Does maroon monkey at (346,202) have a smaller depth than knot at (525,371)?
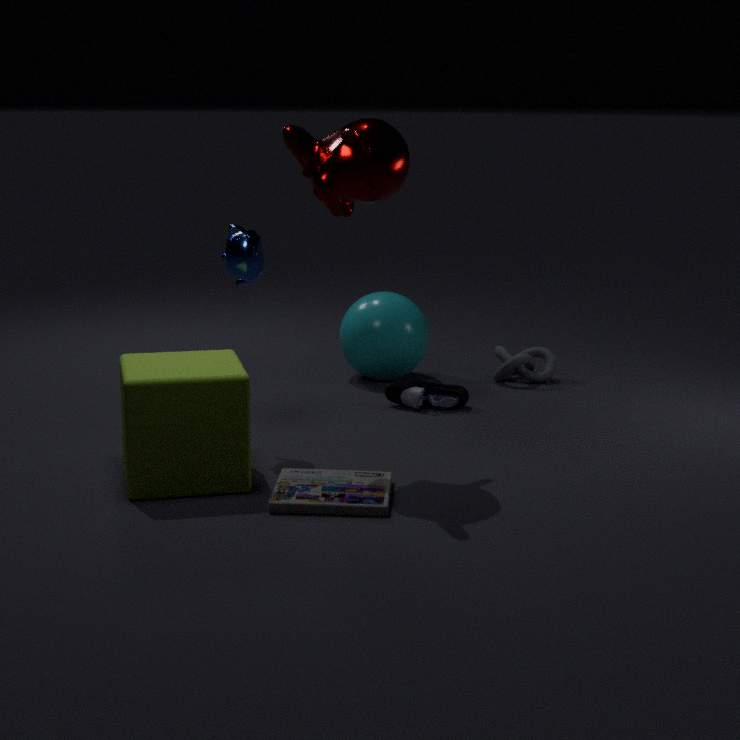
Yes
